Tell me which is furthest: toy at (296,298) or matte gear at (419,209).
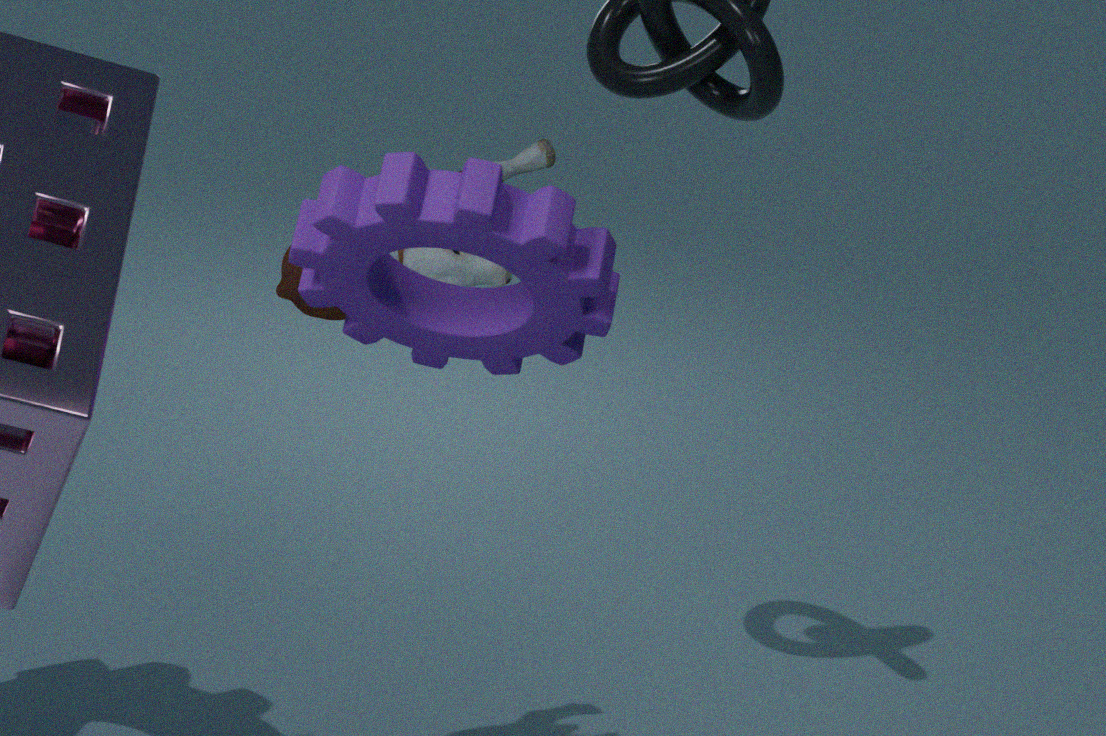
toy at (296,298)
